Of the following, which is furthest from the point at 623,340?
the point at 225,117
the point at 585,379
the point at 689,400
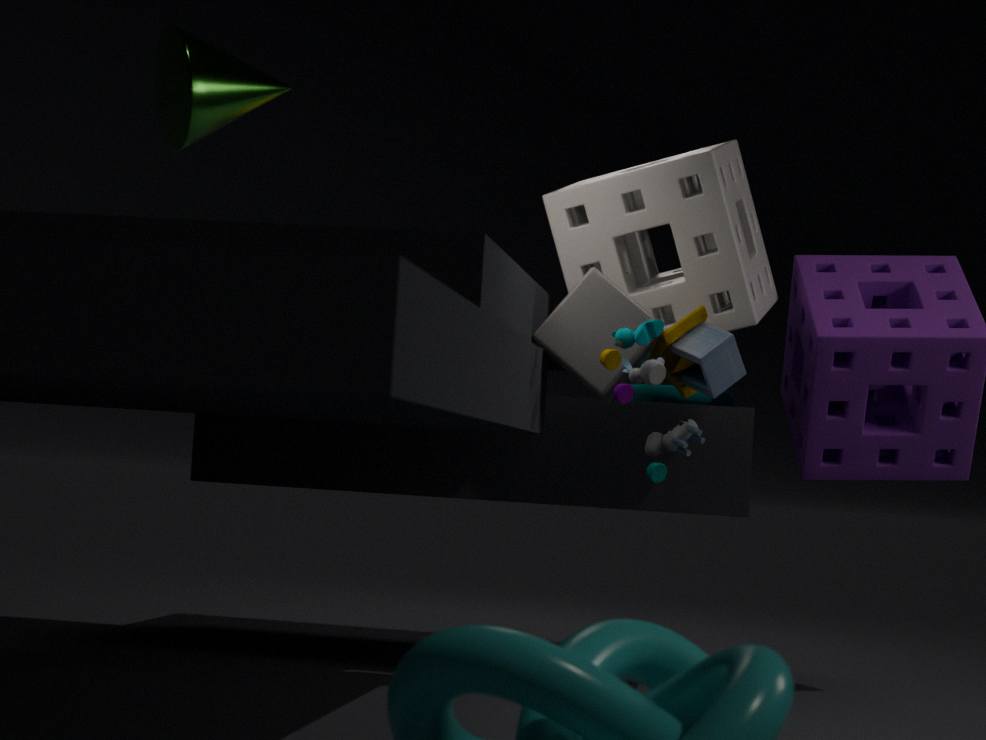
the point at 225,117
